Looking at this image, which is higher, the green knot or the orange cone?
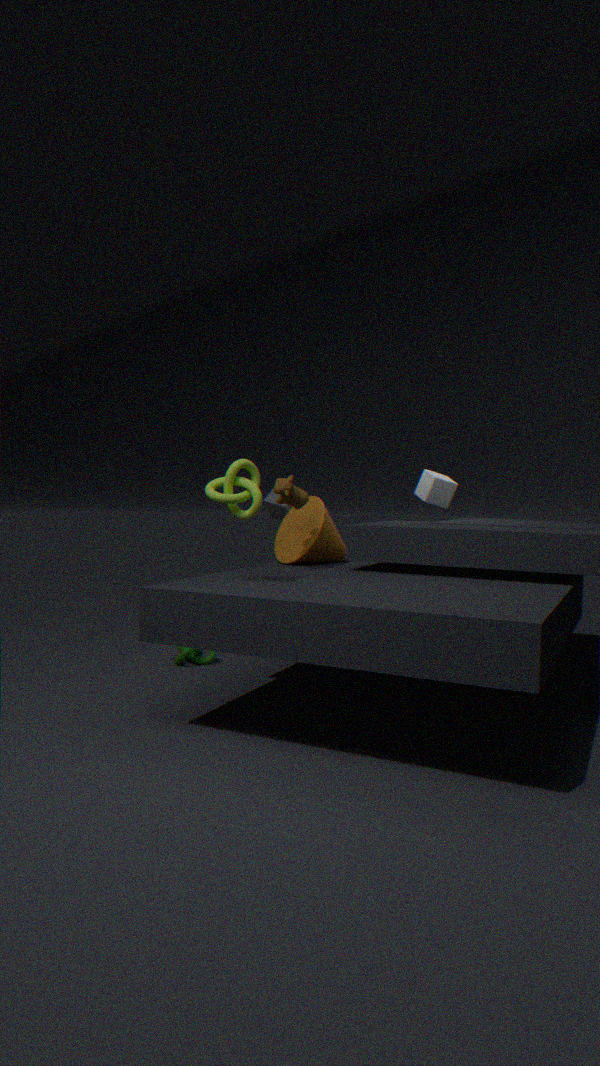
the orange cone
